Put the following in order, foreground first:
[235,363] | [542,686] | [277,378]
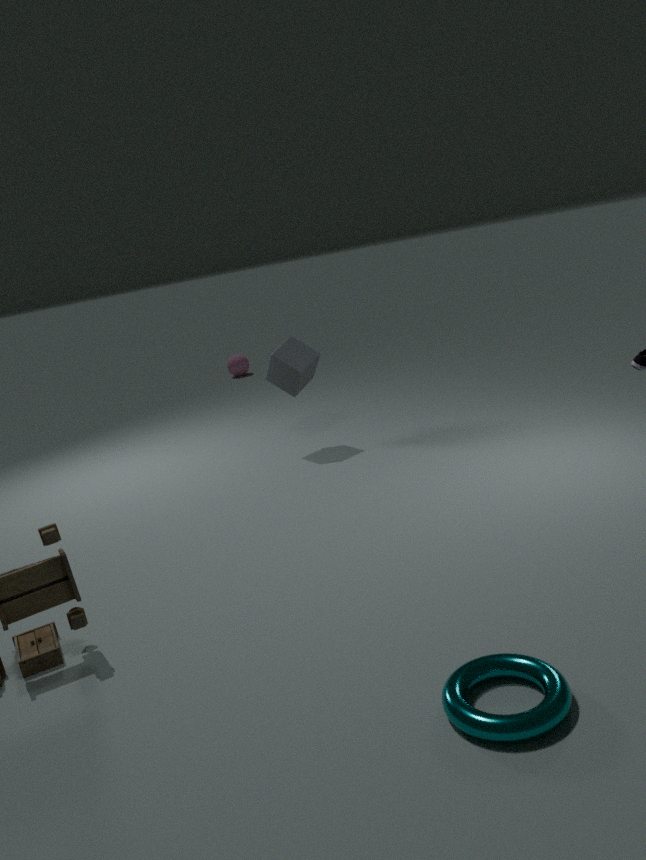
[542,686] < [277,378] < [235,363]
